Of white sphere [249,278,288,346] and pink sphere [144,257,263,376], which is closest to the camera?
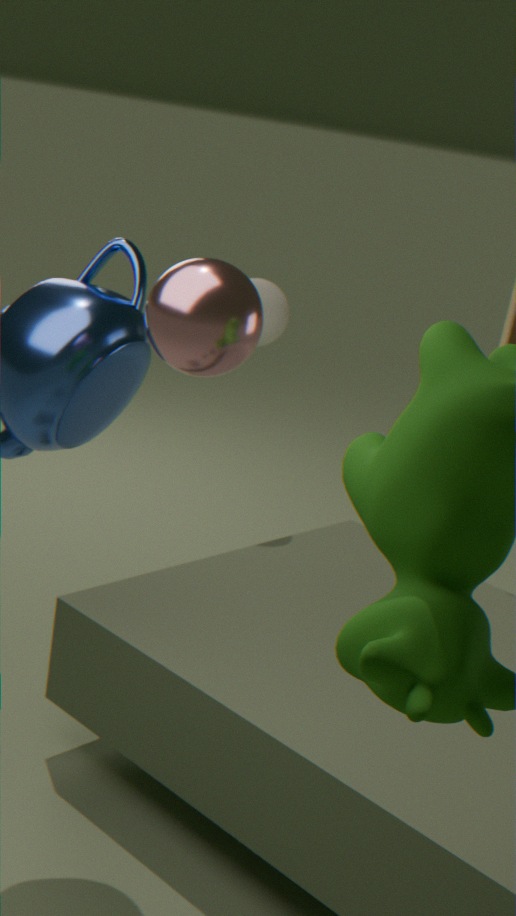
pink sphere [144,257,263,376]
